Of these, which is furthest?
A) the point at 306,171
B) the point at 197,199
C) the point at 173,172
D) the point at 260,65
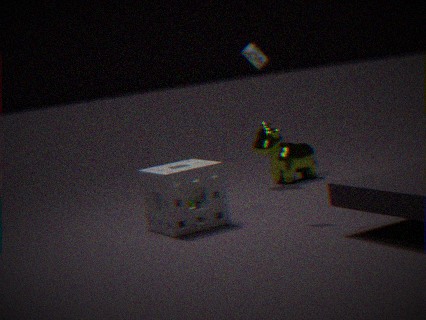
→ the point at 306,171
